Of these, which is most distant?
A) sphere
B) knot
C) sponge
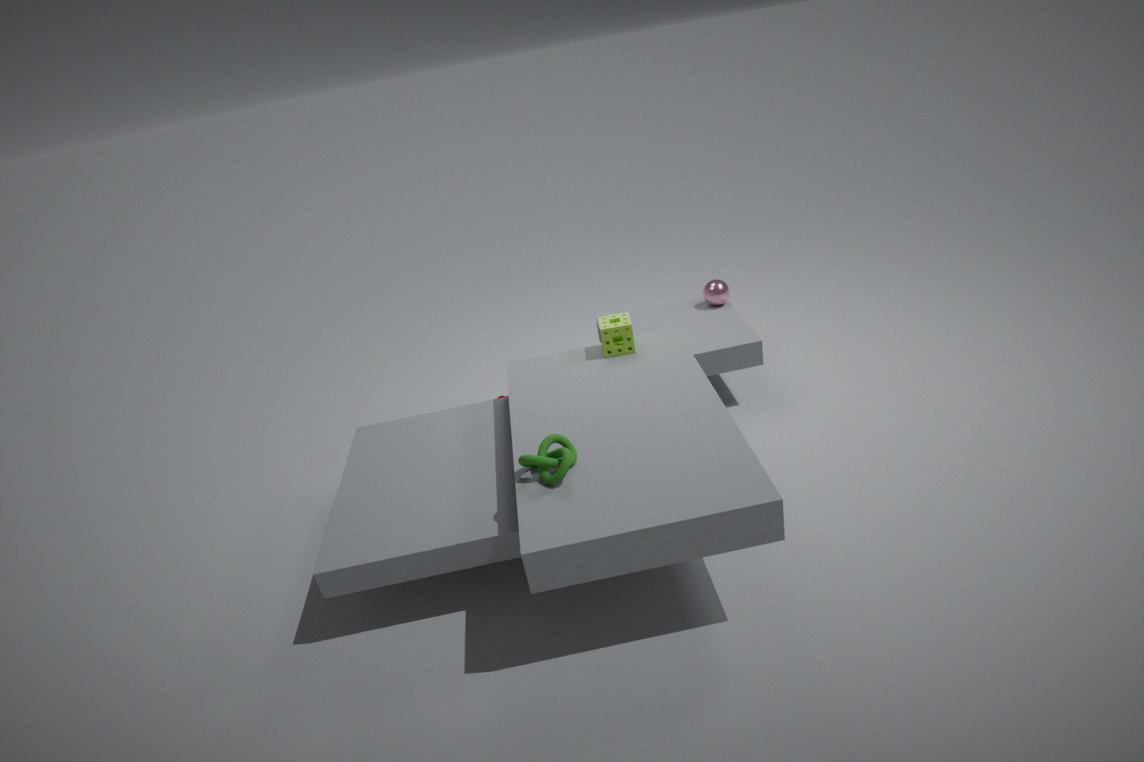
A. sphere
